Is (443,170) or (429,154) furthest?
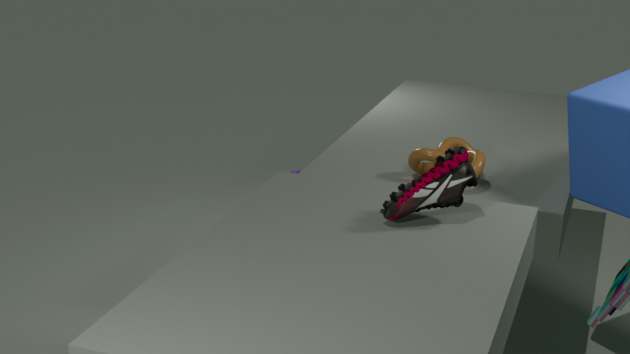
(429,154)
